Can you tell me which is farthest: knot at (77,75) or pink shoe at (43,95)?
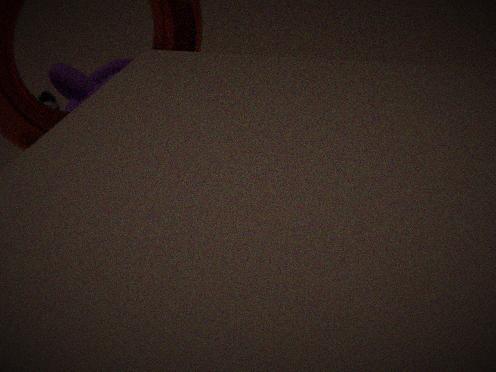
knot at (77,75)
